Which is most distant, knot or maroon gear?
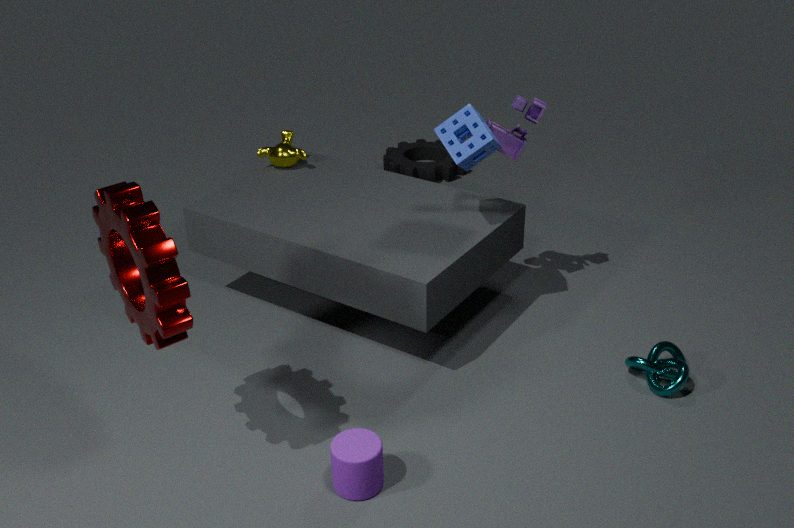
knot
